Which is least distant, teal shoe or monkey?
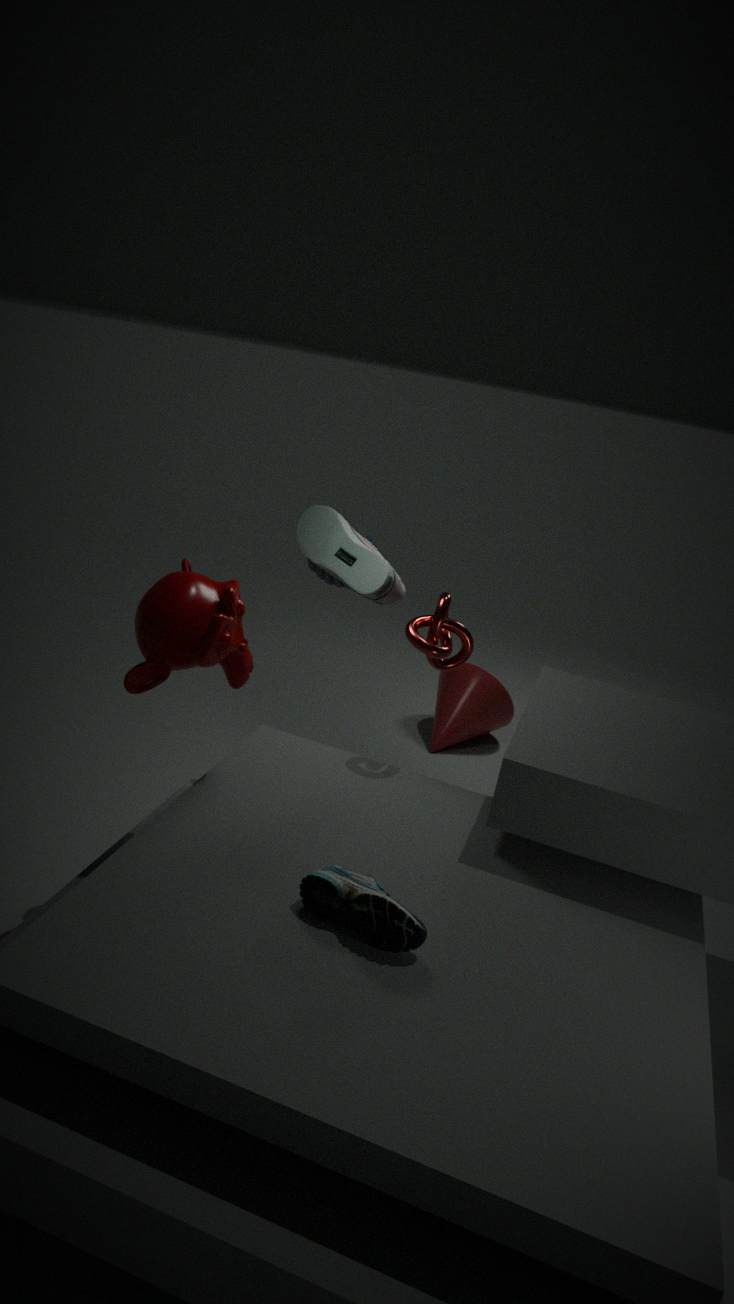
teal shoe
